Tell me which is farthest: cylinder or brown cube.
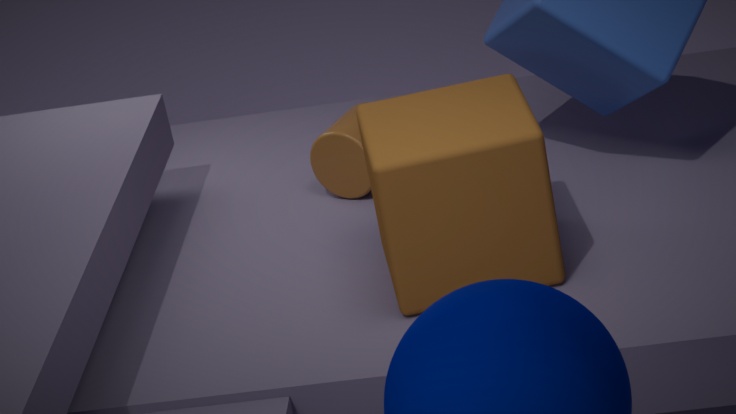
cylinder
